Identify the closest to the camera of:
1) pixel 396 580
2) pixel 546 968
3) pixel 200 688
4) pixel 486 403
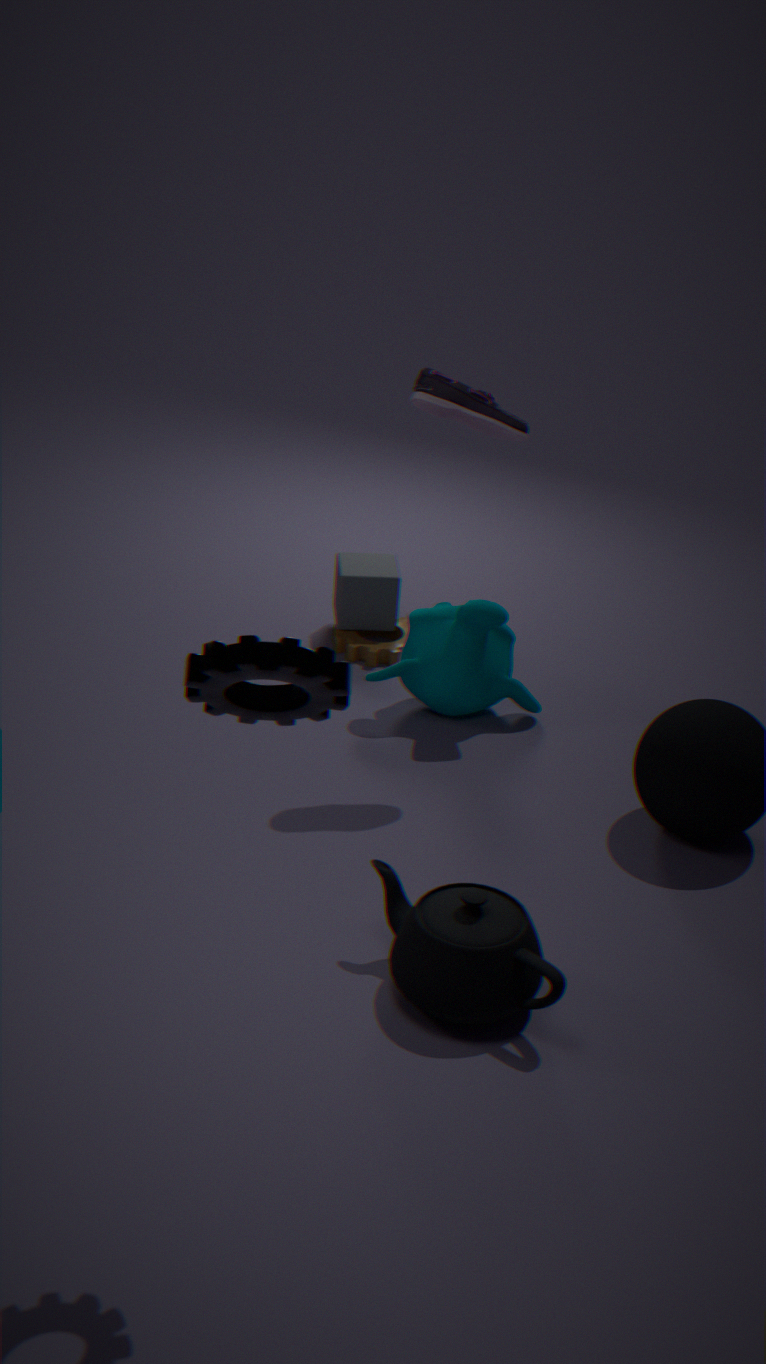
3. pixel 200 688
